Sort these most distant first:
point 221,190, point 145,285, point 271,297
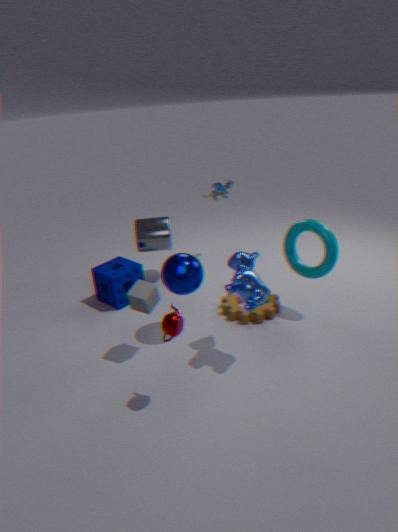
1. point 221,190
2. point 271,297
3. point 145,285
